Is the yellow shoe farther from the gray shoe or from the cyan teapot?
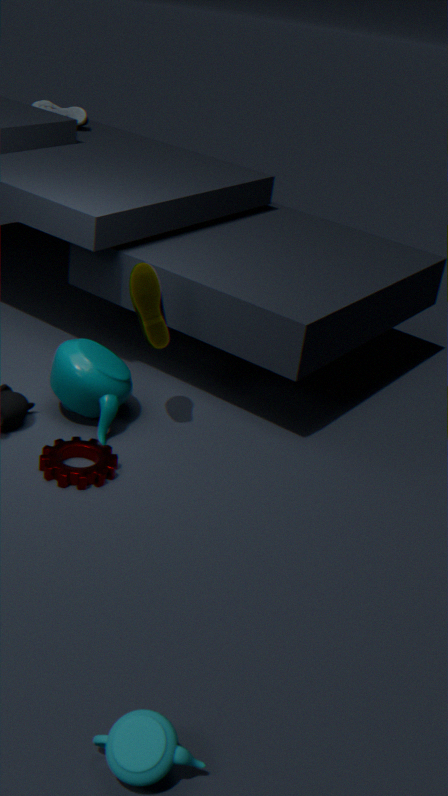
the gray shoe
